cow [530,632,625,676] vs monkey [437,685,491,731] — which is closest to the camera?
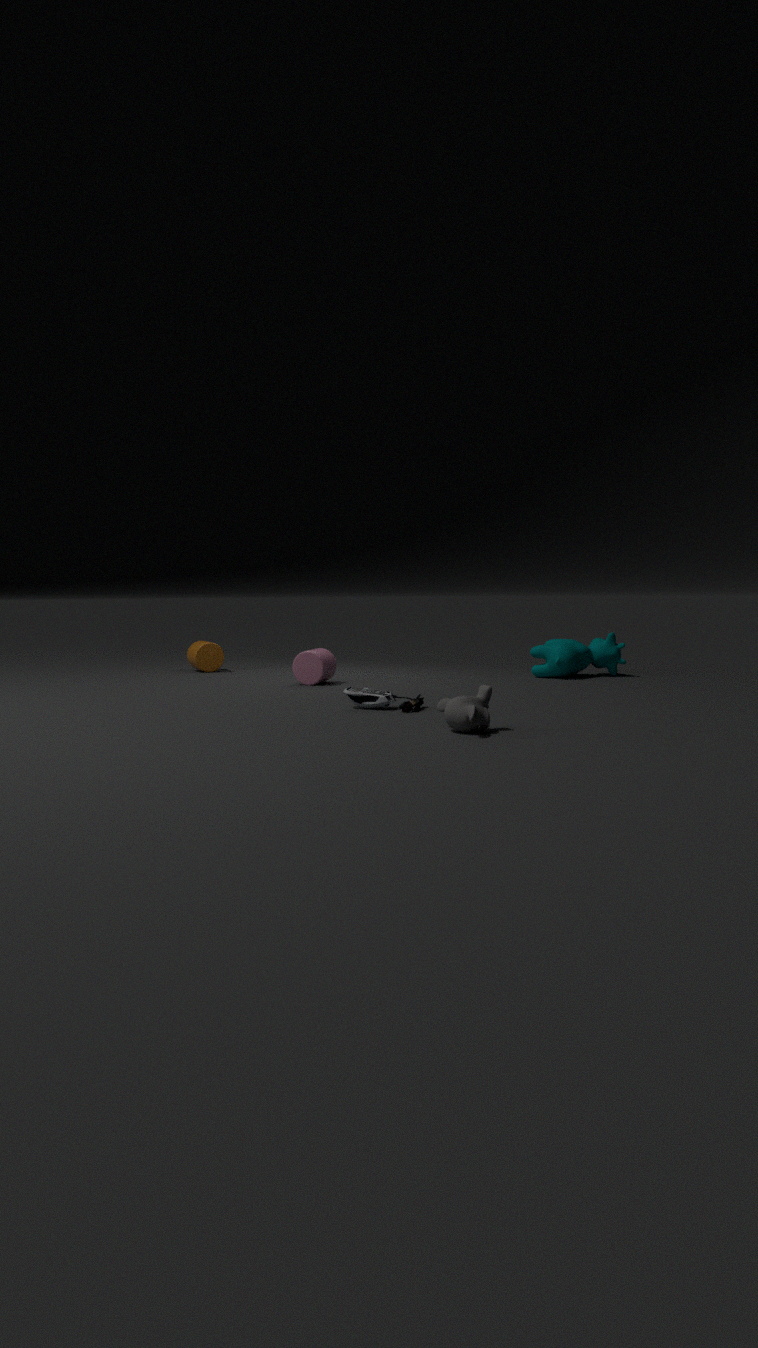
monkey [437,685,491,731]
